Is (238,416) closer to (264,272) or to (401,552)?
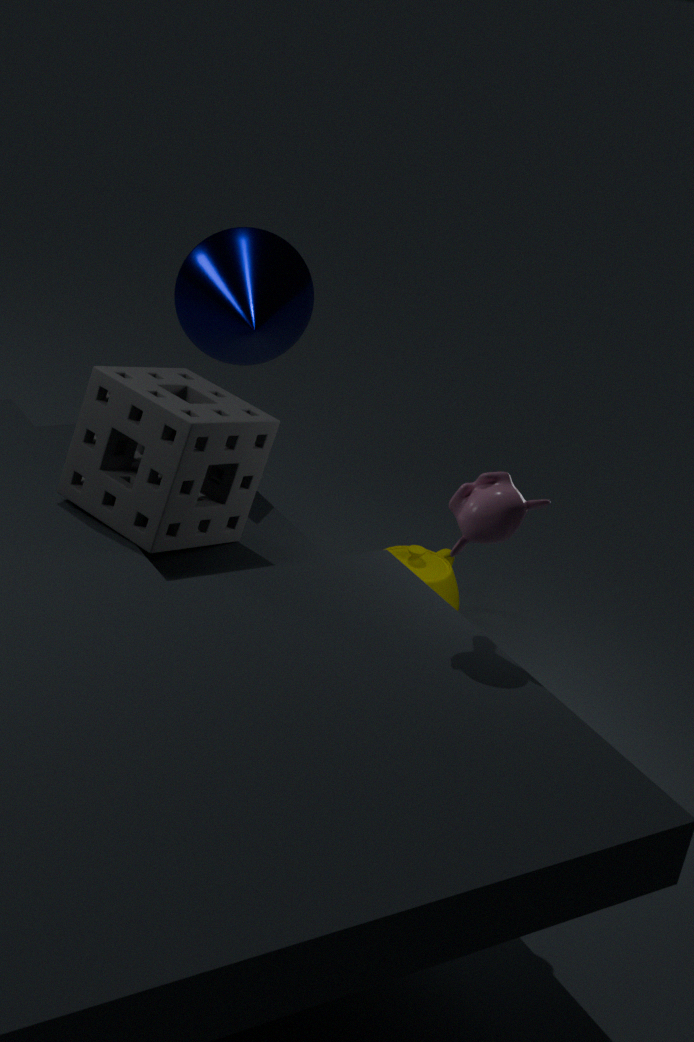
(264,272)
